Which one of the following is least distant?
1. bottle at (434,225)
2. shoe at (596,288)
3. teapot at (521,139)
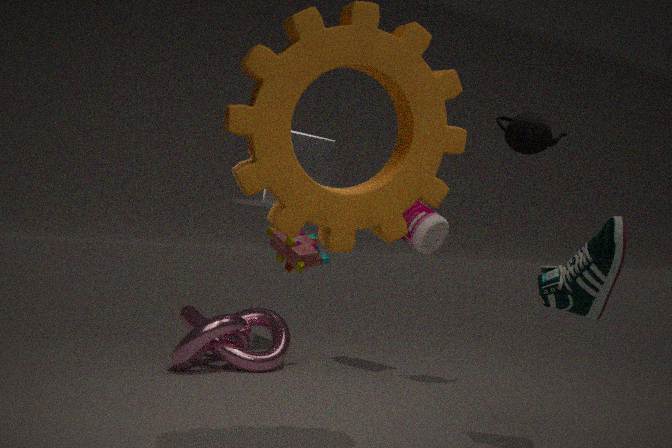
shoe at (596,288)
